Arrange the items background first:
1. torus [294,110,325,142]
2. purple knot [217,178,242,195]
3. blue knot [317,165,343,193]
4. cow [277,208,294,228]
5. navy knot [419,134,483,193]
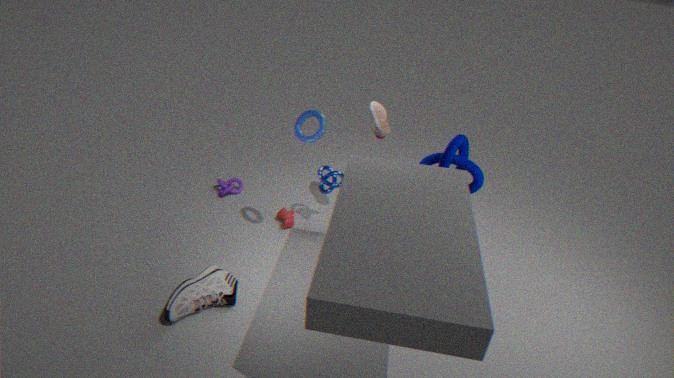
1. purple knot [217,178,242,195]
2. cow [277,208,294,228]
3. blue knot [317,165,343,193]
4. navy knot [419,134,483,193]
5. torus [294,110,325,142]
